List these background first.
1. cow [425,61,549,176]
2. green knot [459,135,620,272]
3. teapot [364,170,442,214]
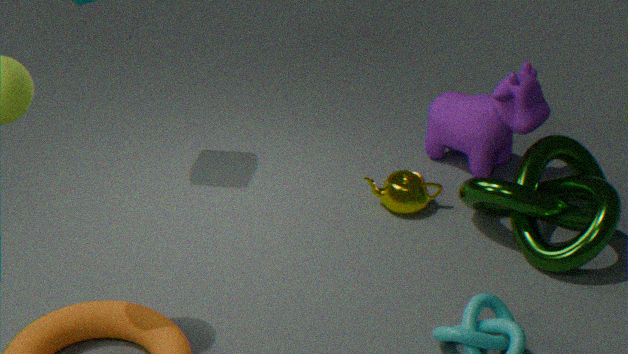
teapot [364,170,442,214] → cow [425,61,549,176] → green knot [459,135,620,272]
